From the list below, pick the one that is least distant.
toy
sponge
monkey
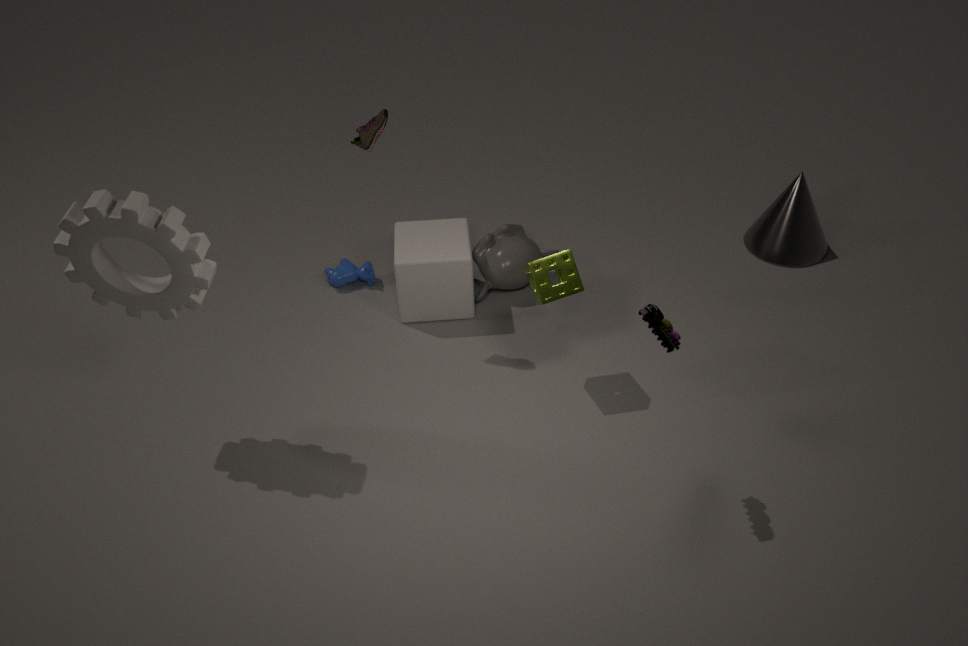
toy
